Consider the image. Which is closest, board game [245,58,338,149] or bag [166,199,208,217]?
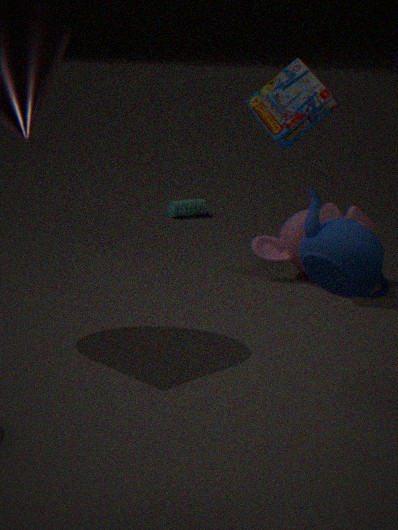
board game [245,58,338,149]
